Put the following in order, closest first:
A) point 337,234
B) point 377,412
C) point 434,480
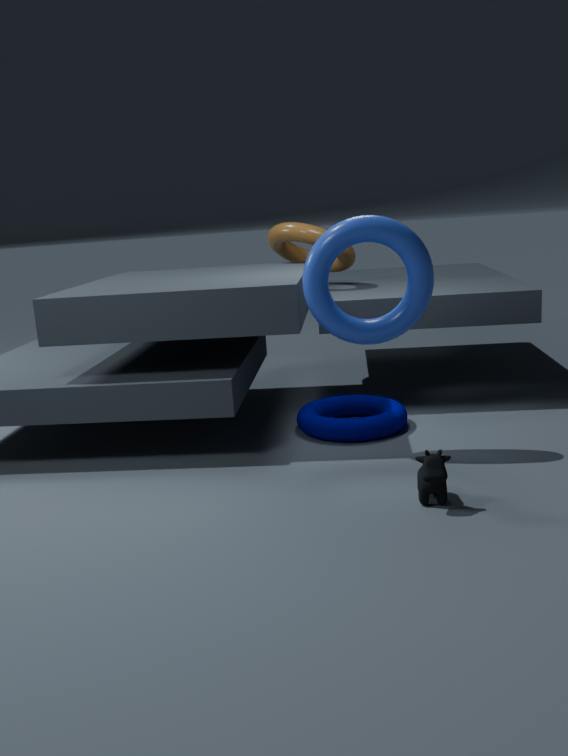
point 434,480
point 337,234
point 377,412
